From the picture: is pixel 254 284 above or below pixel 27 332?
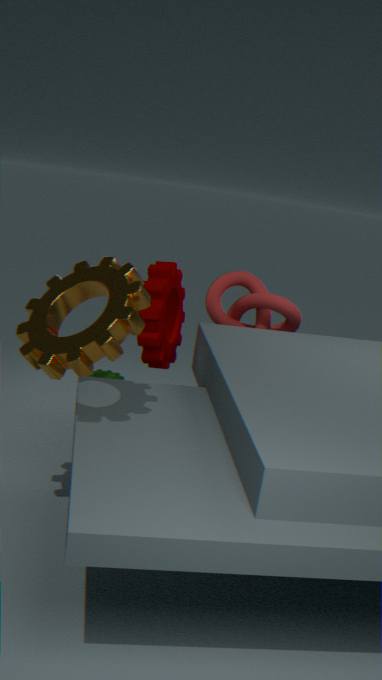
below
